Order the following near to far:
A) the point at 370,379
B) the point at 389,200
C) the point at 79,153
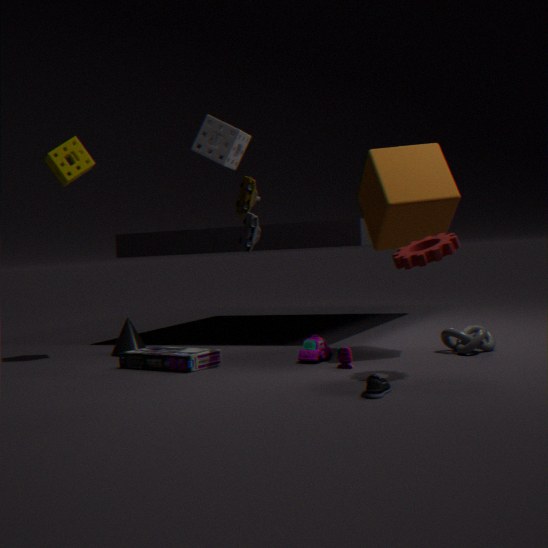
1. the point at 370,379
2. the point at 389,200
3. the point at 79,153
